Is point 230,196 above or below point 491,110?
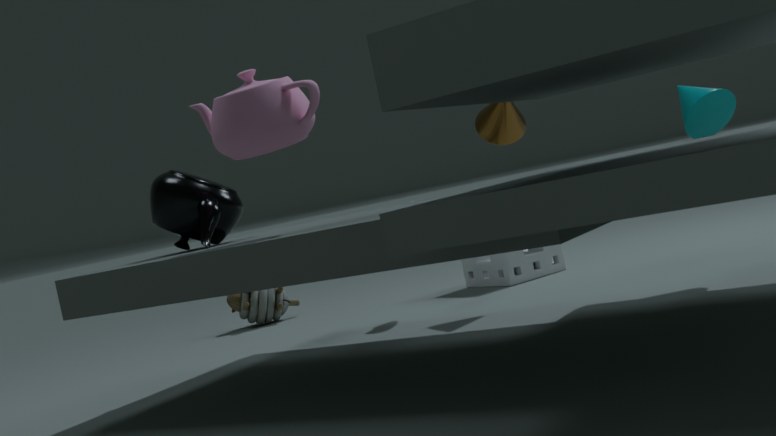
below
